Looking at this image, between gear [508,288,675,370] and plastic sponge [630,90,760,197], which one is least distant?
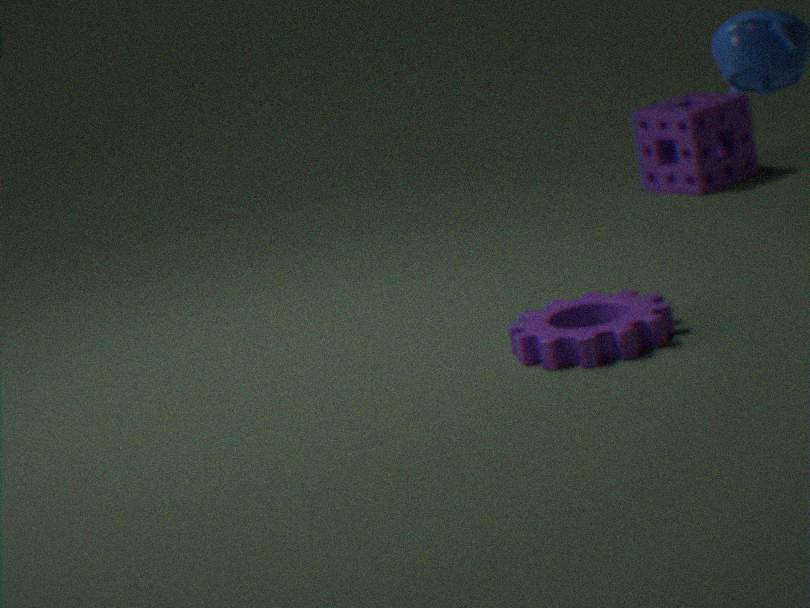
gear [508,288,675,370]
